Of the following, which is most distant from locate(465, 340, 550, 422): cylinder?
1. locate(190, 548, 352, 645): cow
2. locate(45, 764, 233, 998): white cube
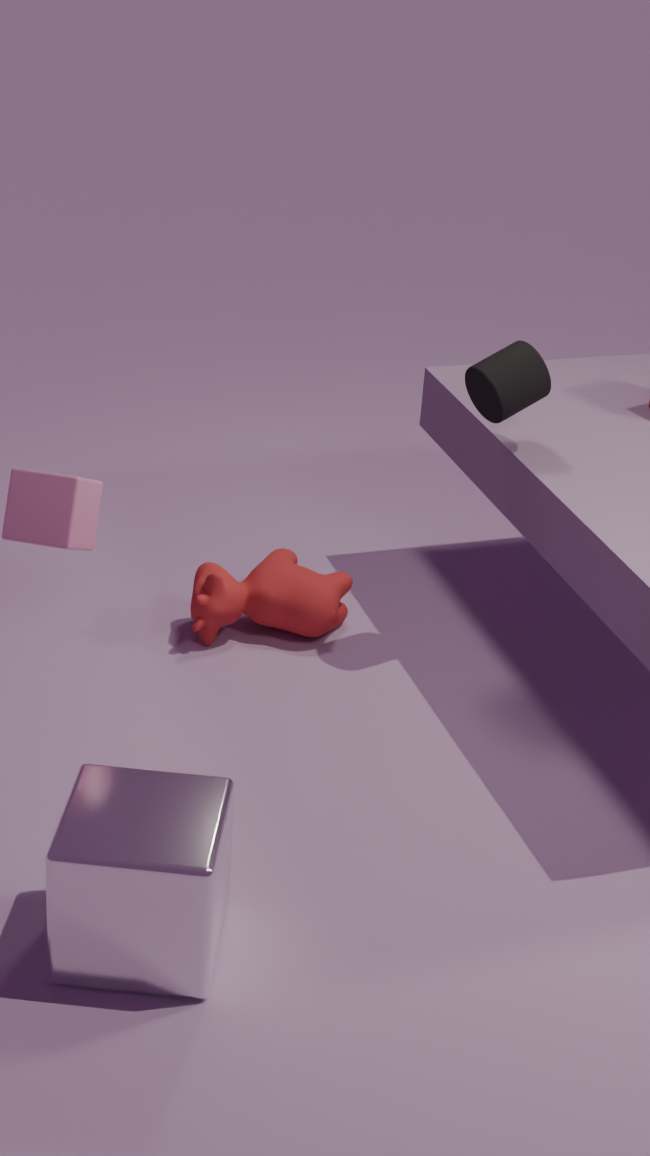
locate(45, 764, 233, 998): white cube
